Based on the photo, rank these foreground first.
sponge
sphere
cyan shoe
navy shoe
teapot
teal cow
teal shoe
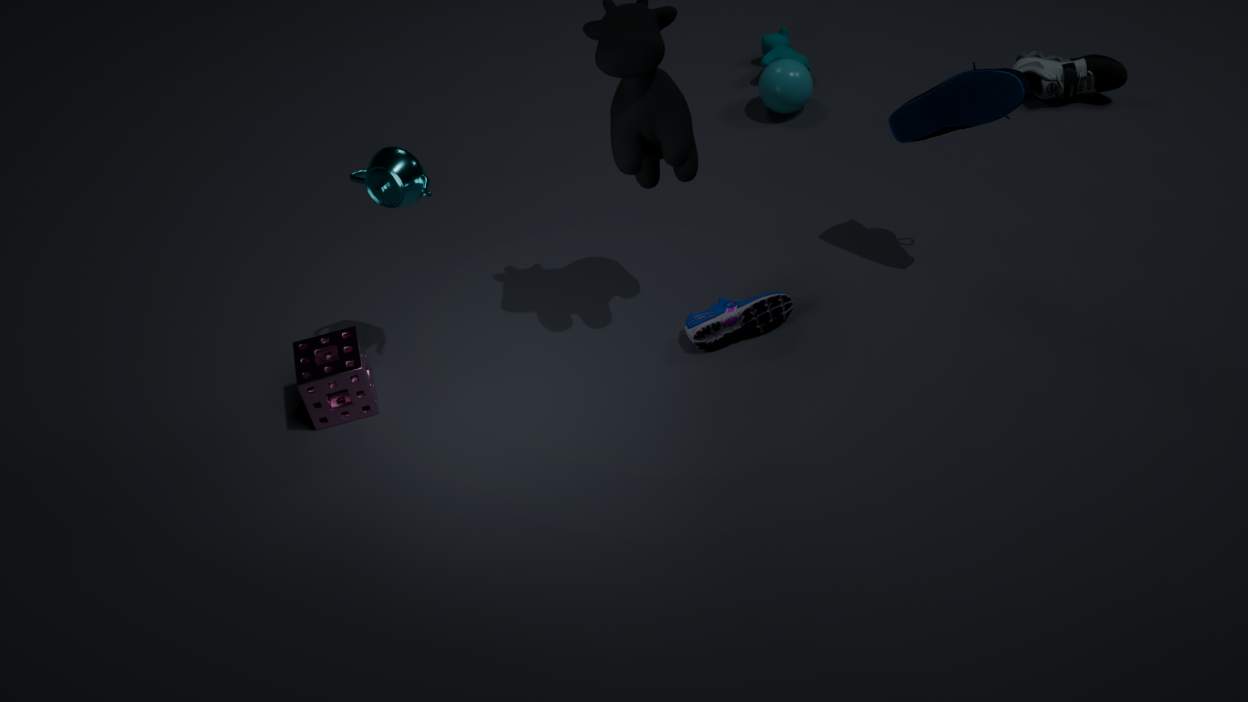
navy shoe
teapot
sponge
cyan shoe
teal shoe
sphere
teal cow
